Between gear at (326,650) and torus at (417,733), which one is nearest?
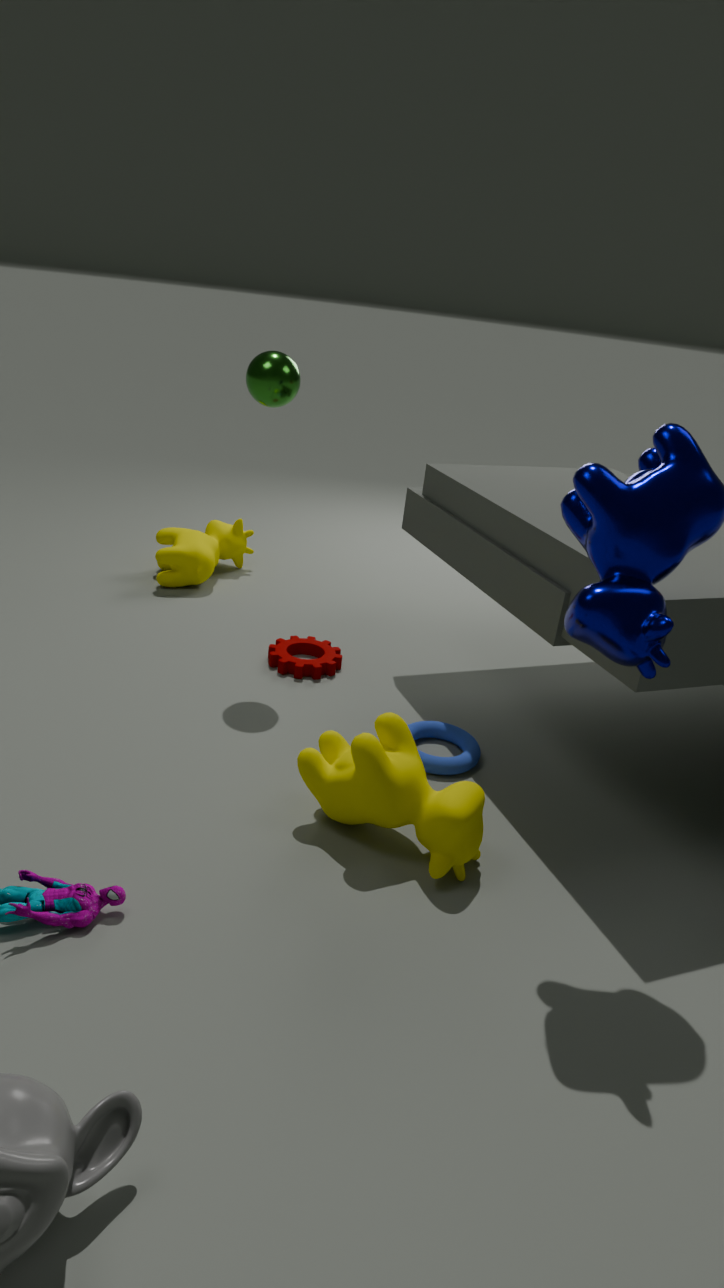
torus at (417,733)
